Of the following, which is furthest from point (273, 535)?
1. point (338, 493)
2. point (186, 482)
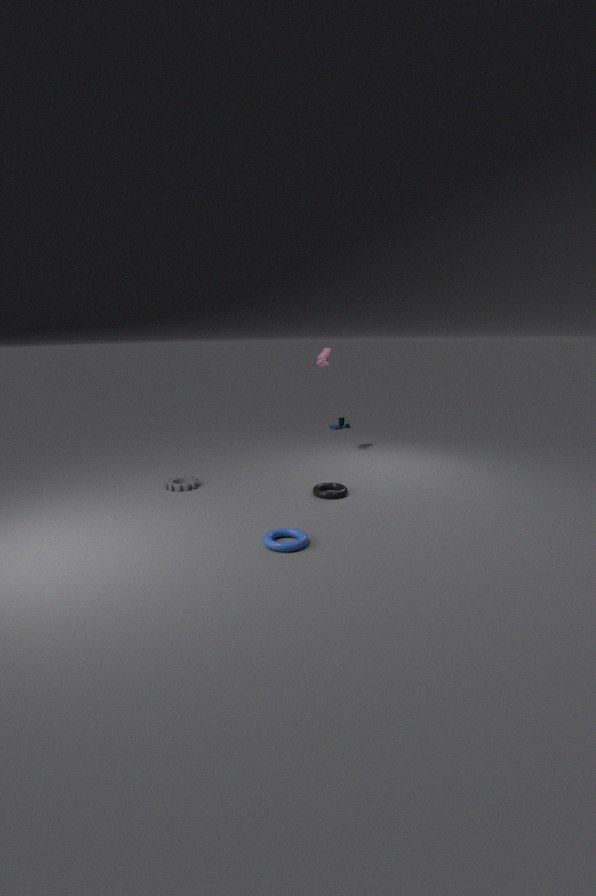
point (186, 482)
